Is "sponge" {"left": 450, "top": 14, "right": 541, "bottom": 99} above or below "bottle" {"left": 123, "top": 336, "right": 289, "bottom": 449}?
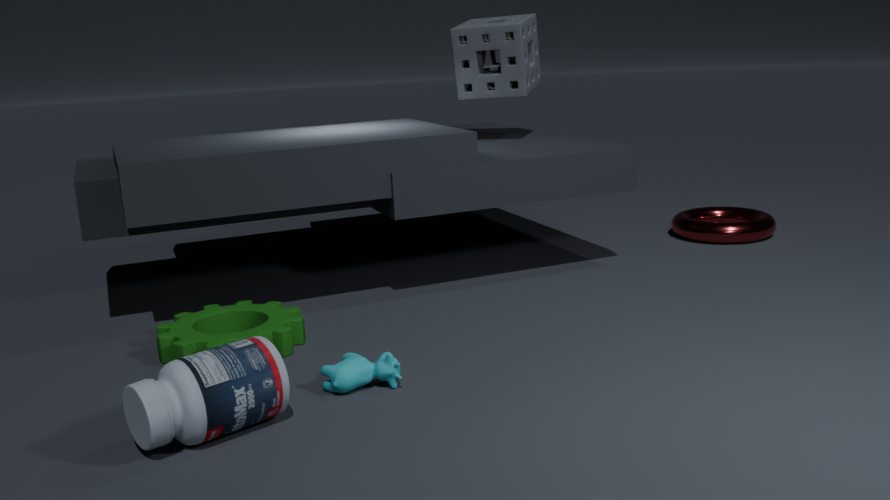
above
